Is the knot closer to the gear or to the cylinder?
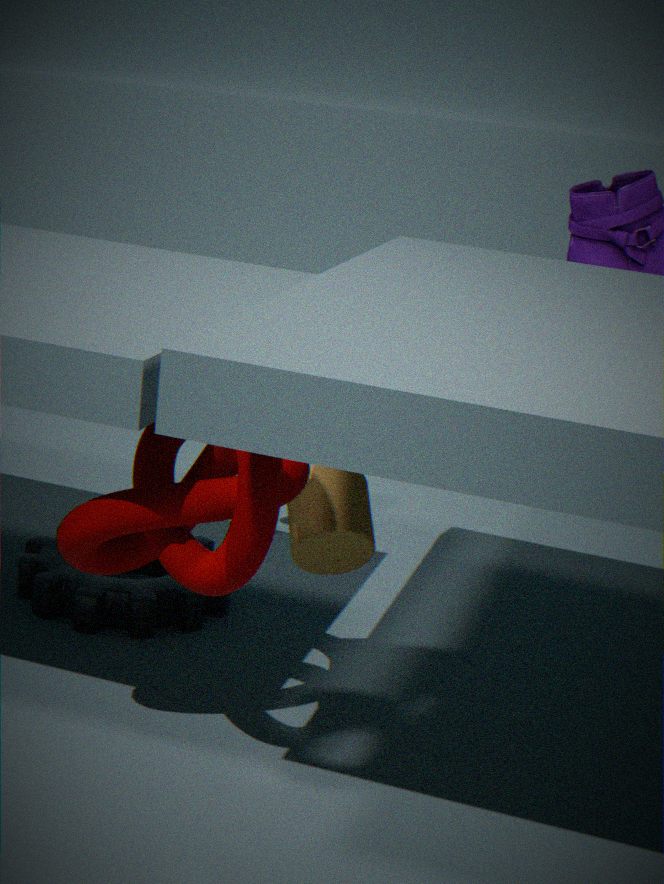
the cylinder
